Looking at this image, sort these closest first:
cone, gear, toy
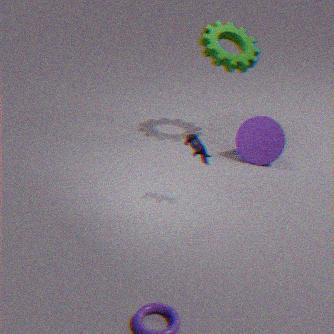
toy → cone → gear
